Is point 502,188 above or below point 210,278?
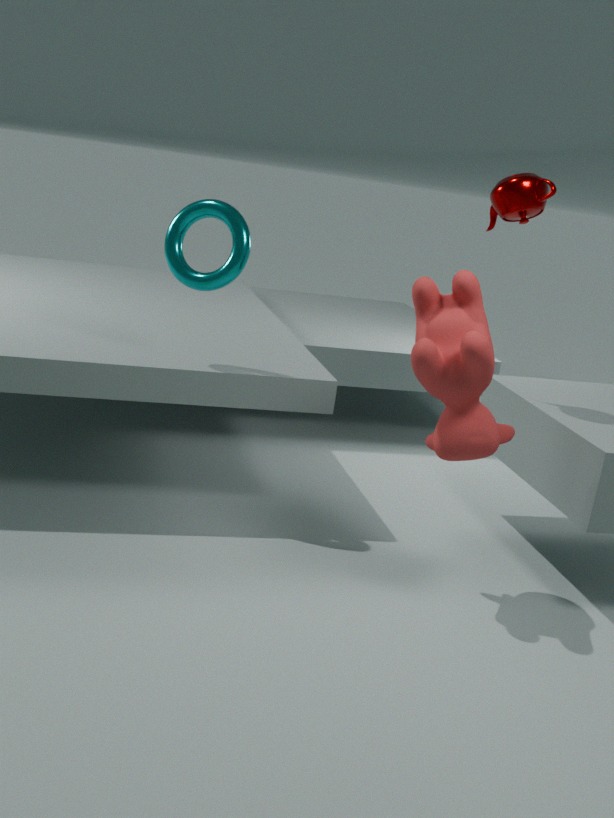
above
